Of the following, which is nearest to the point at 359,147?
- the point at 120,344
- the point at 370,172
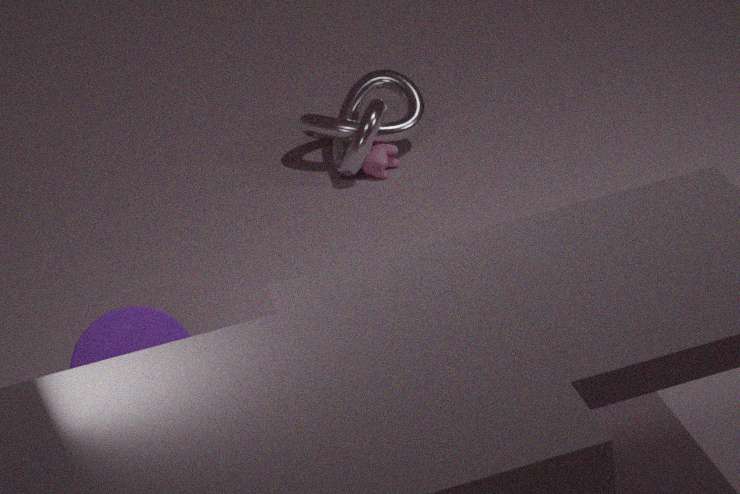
the point at 370,172
